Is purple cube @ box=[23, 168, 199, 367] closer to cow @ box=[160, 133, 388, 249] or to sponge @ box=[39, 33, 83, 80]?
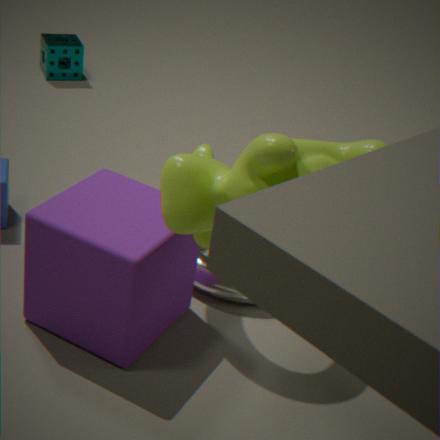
cow @ box=[160, 133, 388, 249]
